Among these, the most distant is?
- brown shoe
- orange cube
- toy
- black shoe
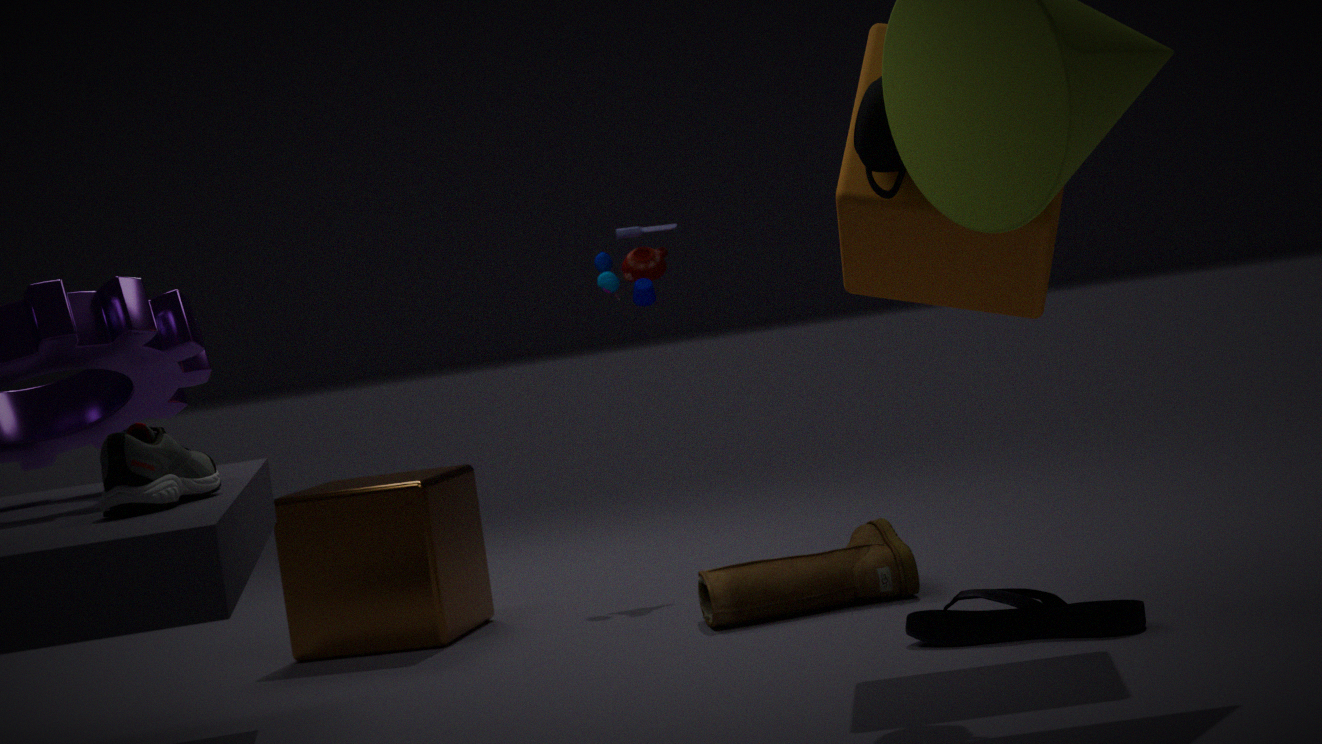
toy
